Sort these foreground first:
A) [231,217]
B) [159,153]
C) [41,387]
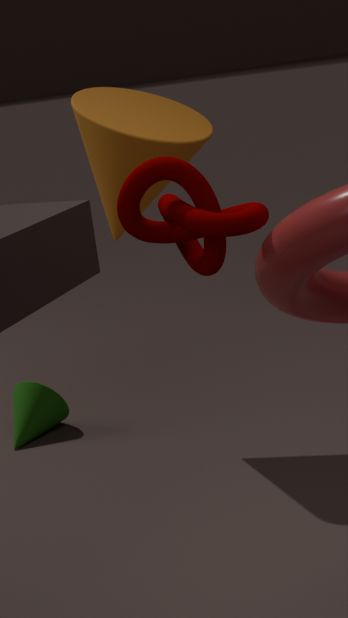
[231,217] < [159,153] < [41,387]
